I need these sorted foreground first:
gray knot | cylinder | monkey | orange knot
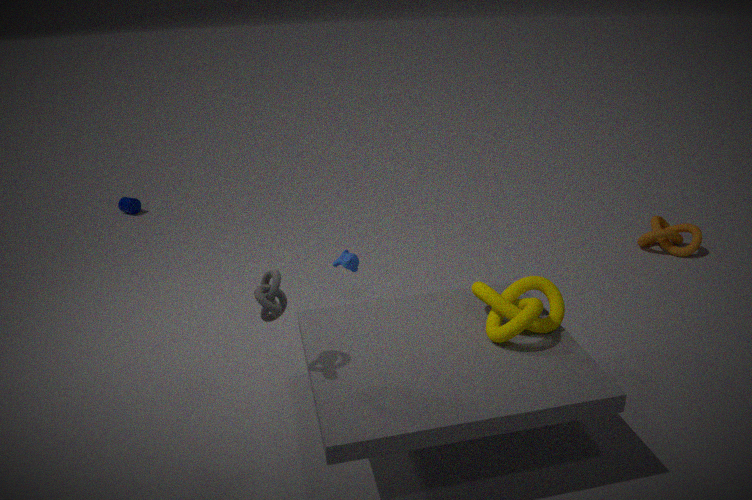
gray knot → monkey → orange knot → cylinder
